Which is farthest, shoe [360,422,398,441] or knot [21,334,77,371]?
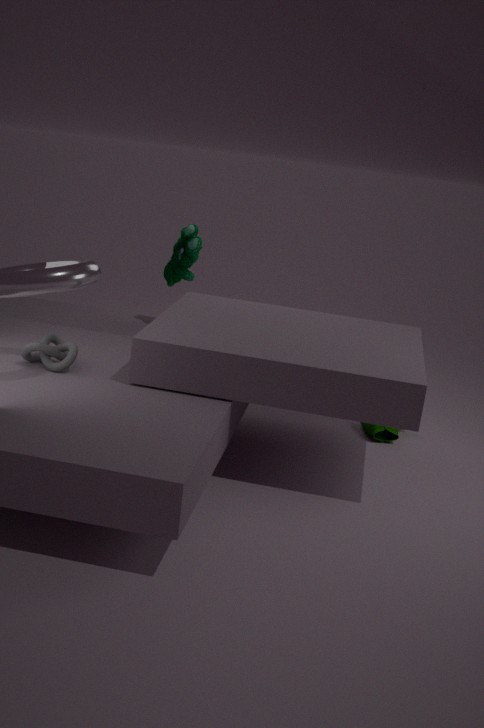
shoe [360,422,398,441]
